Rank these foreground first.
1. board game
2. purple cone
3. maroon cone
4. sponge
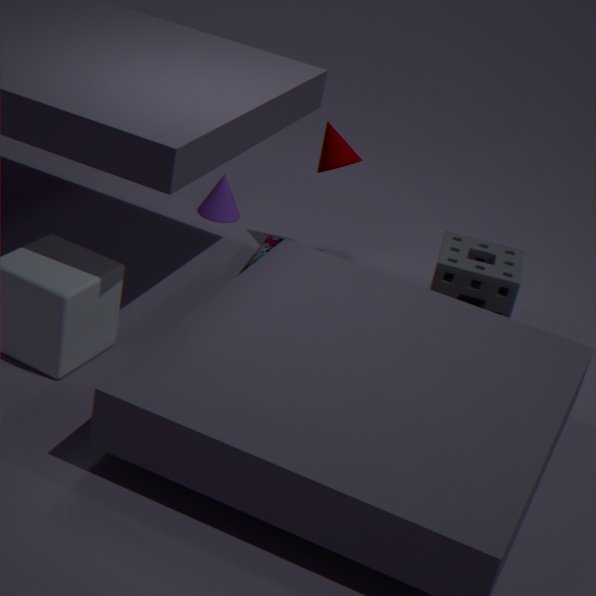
sponge, board game, maroon cone, purple cone
